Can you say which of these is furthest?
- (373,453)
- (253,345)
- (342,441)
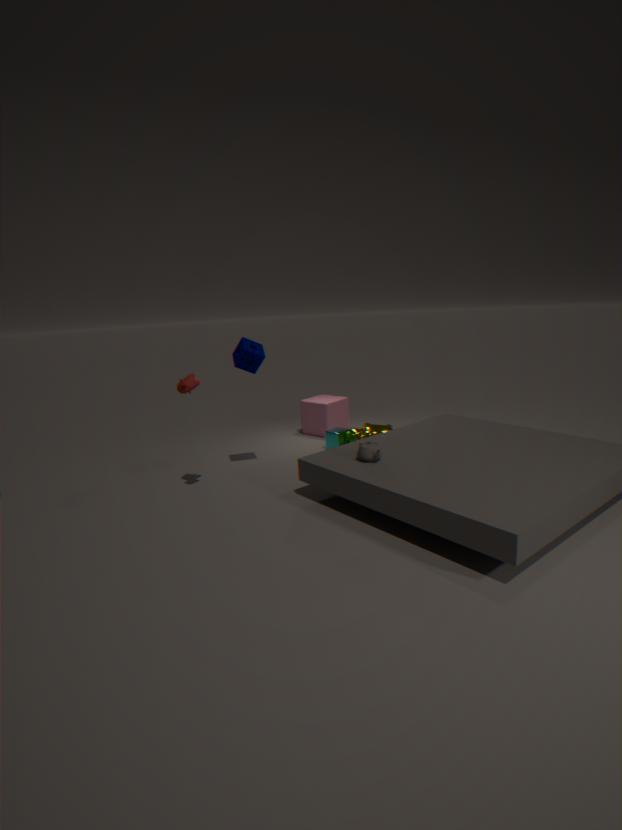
A: (342,441)
